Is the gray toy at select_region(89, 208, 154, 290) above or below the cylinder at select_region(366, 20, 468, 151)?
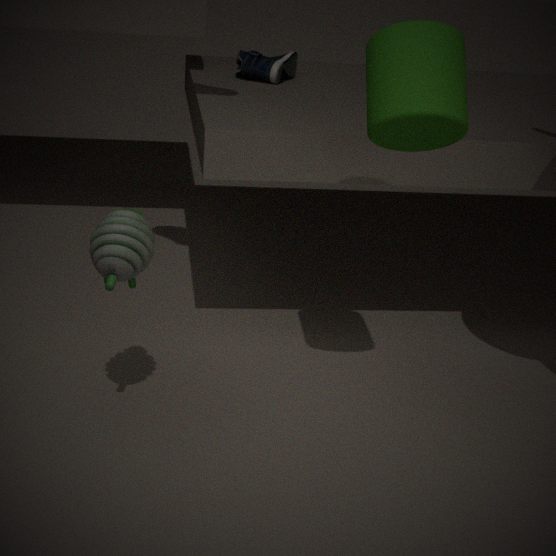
below
